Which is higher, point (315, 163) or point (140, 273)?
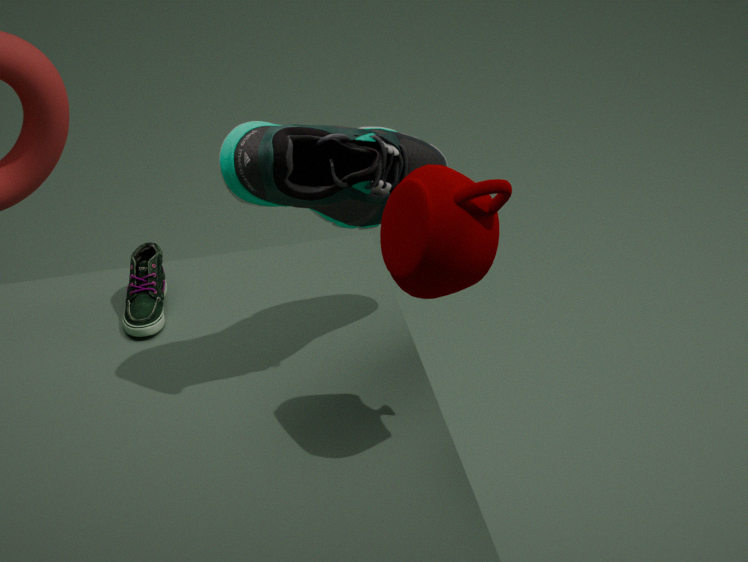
point (315, 163)
